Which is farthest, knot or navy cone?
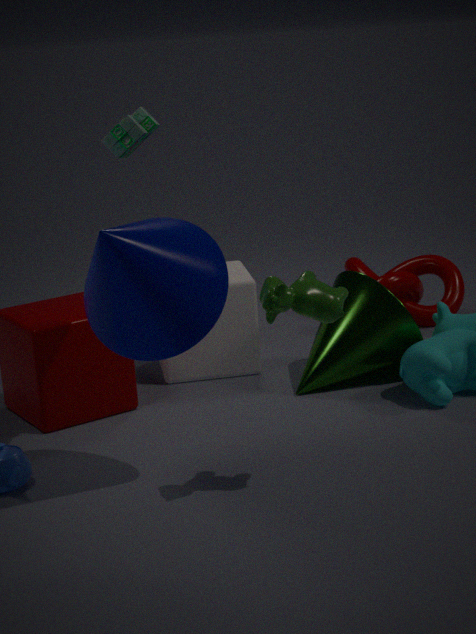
knot
